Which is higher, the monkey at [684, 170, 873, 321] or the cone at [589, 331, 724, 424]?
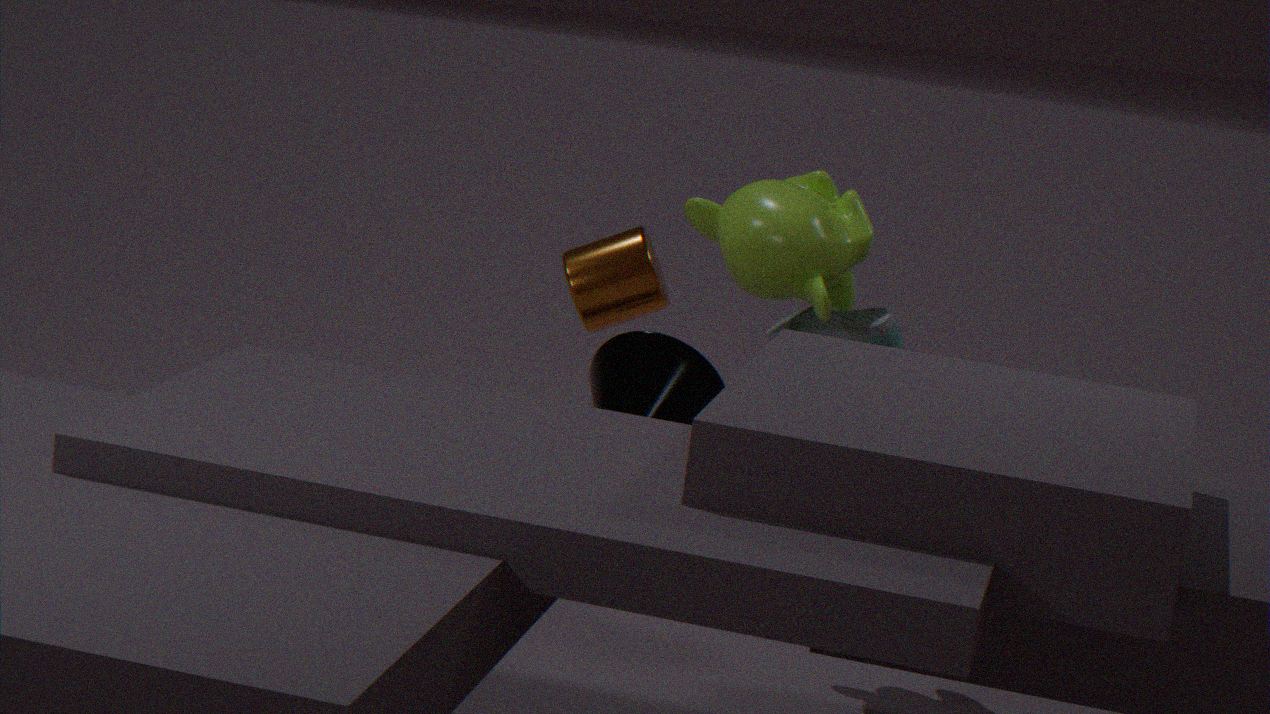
the monkey at [684, 170, 873, 321]
